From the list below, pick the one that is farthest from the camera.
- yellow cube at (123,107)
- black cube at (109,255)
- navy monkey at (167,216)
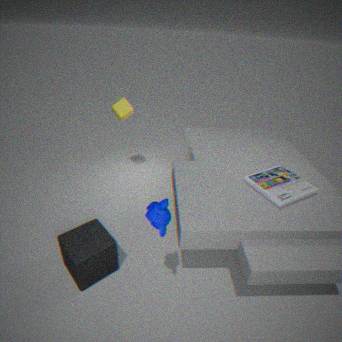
yellow cube at (123,107)
